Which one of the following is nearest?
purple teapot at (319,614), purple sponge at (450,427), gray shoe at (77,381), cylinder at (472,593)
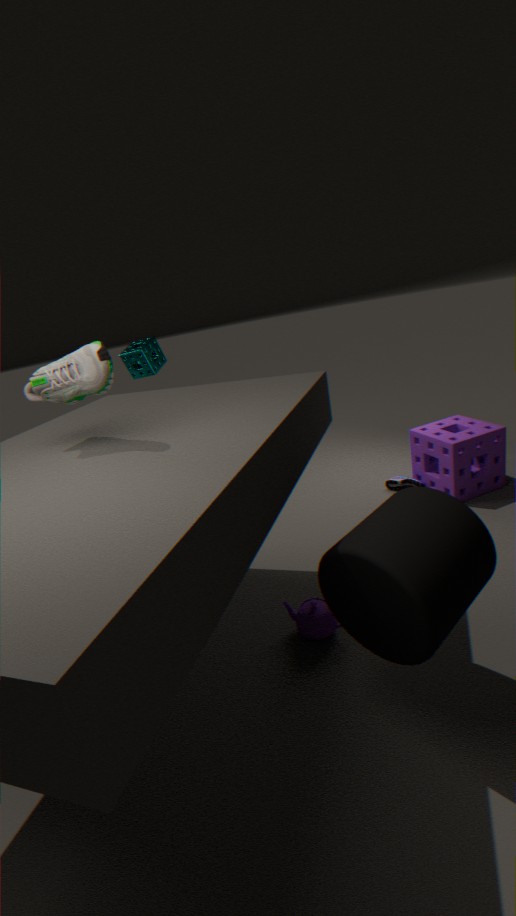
cylinder at (472,593)
